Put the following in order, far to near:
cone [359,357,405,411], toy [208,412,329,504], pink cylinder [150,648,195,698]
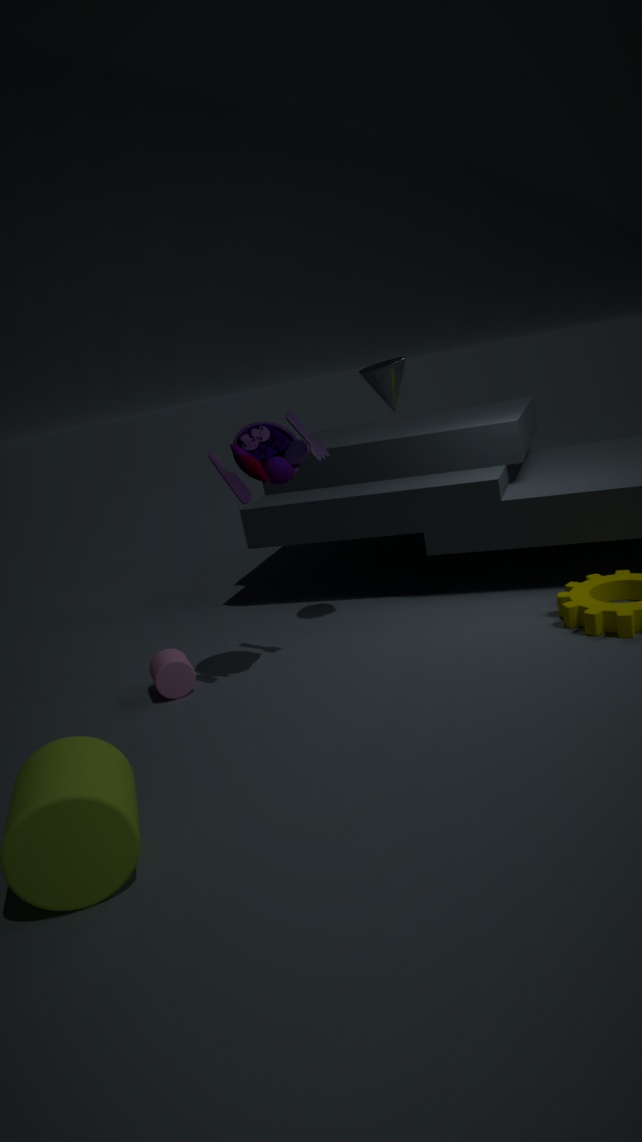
pink cylinder [150,648,195,698] < cone [359,357,405,411] < toy [208,412,329,504]
